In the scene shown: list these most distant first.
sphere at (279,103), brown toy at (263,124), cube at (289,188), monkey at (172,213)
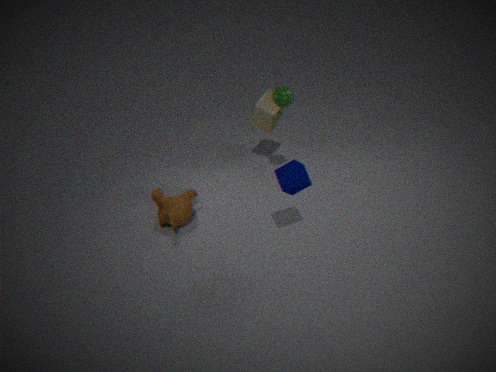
brown toy at (263,124), monkey at (172,213), sphere at (279,103), cube at (289,188)
